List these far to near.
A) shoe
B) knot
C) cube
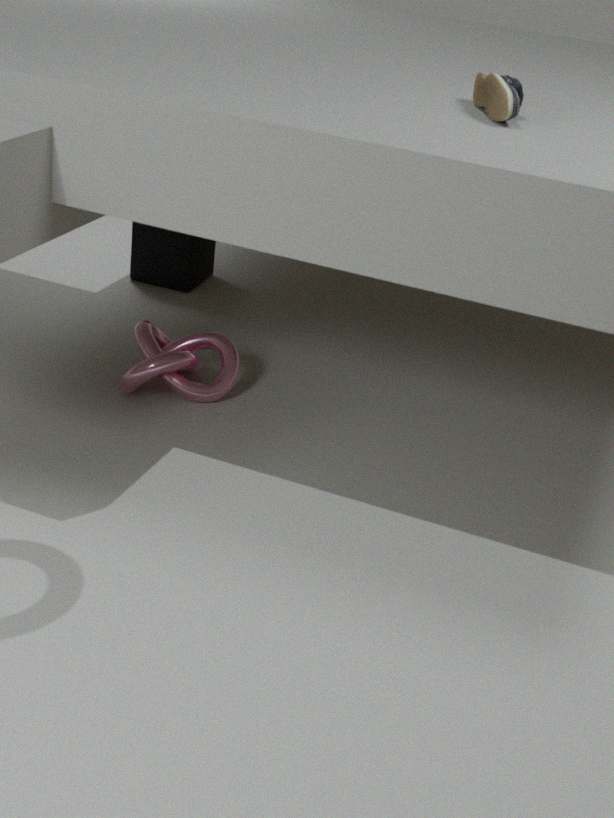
1. cube
2. knot
3. shoe
